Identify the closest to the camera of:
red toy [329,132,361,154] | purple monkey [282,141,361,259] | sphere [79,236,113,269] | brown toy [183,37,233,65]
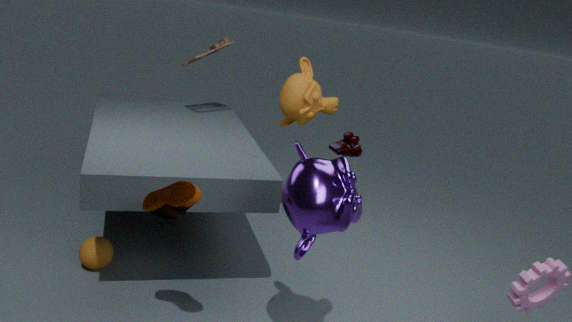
purple monkey [282,141,361,259]
